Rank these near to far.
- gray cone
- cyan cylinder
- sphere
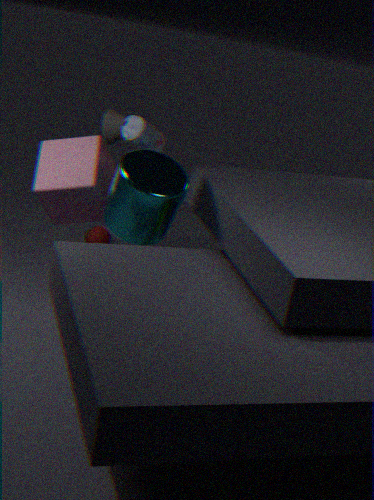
1. cyan cylinder
2. gray cone
3. sphere
